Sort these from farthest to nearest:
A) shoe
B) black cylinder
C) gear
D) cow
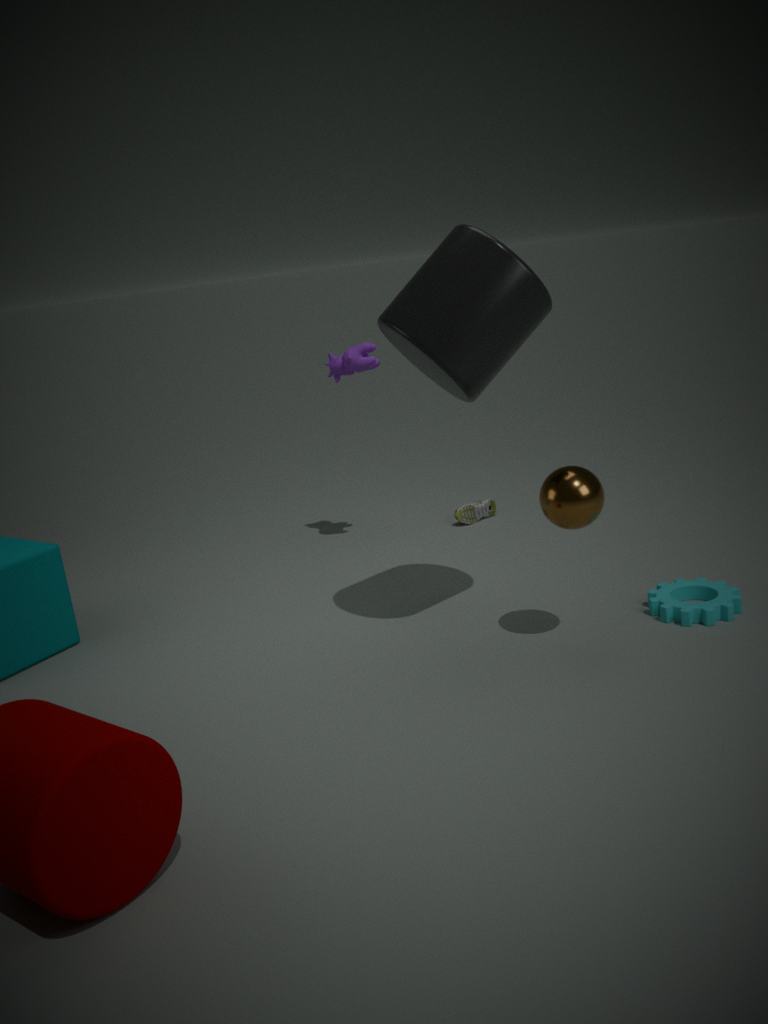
shoe, cow, gear, black cylinder
